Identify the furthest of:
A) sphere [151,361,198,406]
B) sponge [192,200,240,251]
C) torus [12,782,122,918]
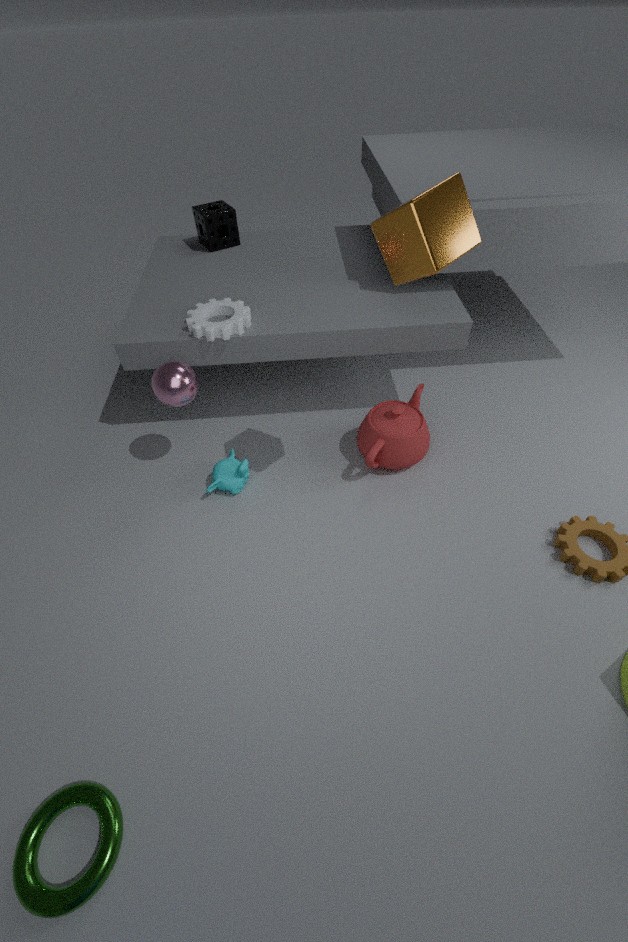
B. sponge [192,200,240,251]
